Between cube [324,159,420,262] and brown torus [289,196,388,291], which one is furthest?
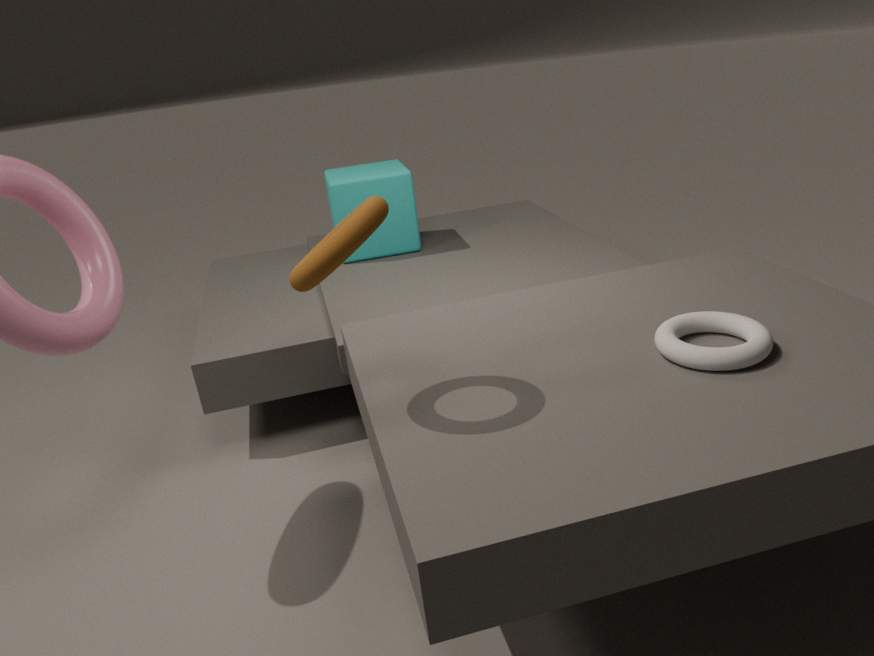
cube [324,159,420,262]
